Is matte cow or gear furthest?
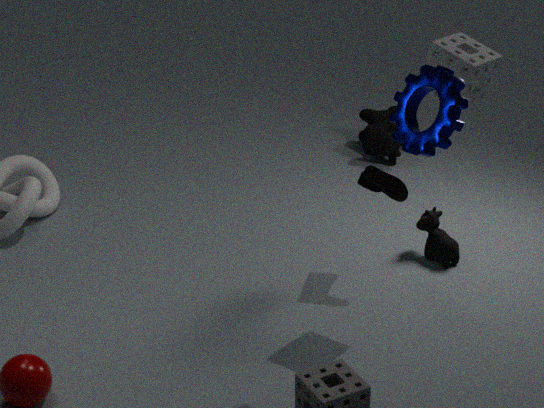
matte cow
